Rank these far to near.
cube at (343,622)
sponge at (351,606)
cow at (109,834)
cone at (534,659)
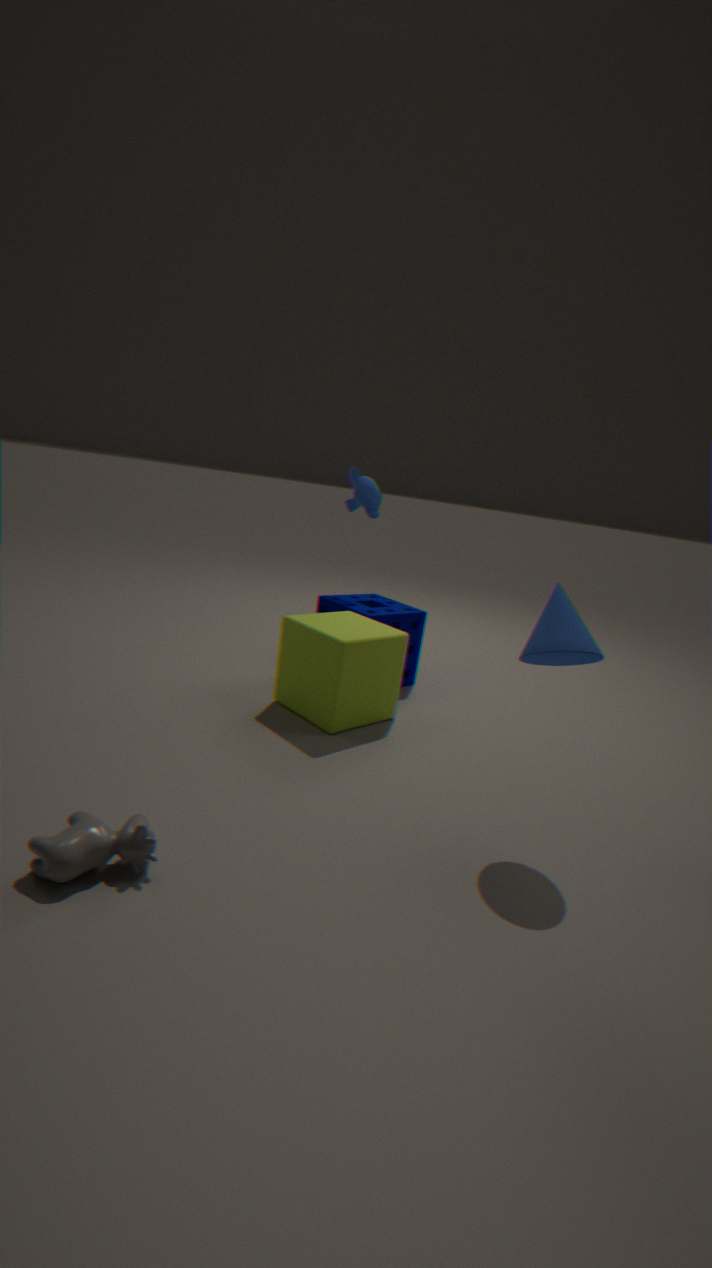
sponge at (351,606) < cube at (343,622) < cone at (534,659) < cow at (109,834)
